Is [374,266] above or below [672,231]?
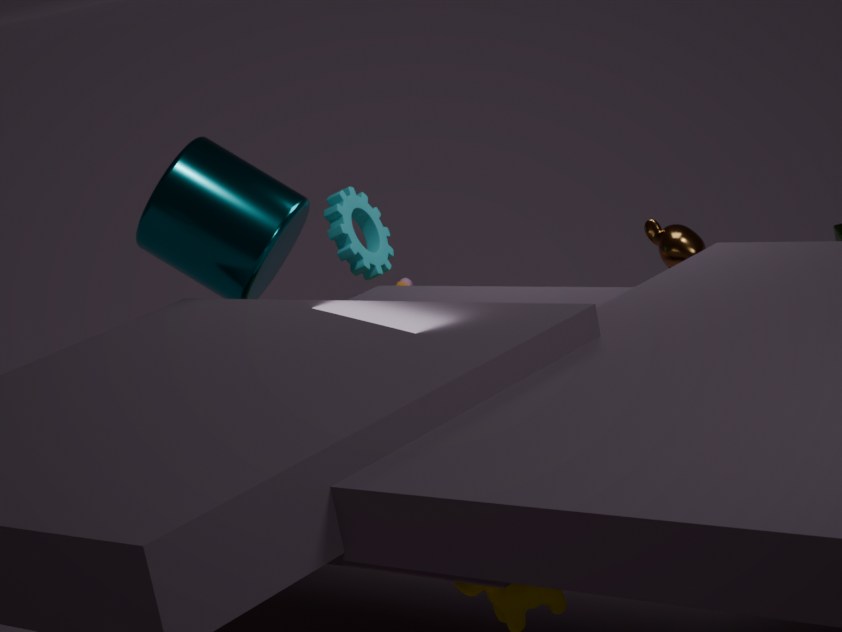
above
